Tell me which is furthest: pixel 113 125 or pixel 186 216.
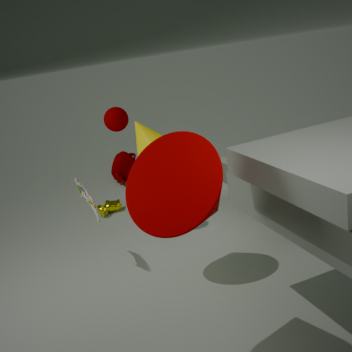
pixel 113 125
